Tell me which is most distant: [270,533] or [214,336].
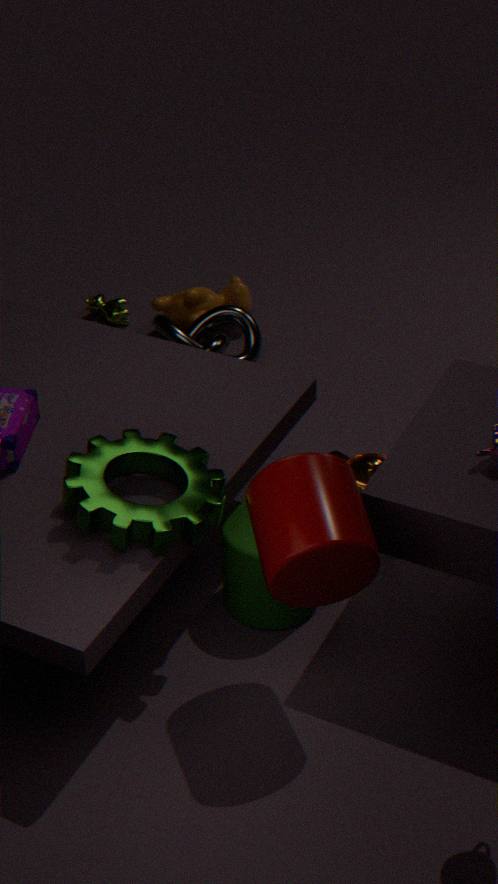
[214,336]
